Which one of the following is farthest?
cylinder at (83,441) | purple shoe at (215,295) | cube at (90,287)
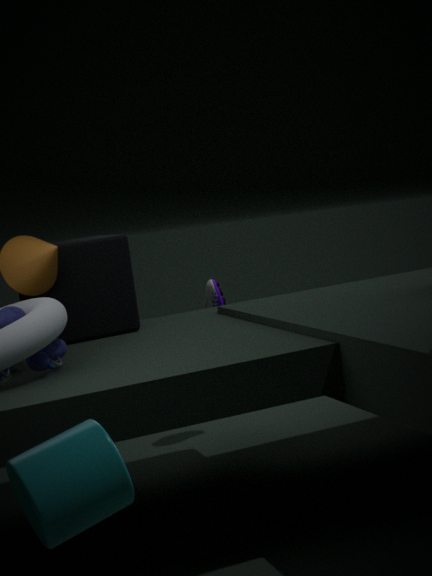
purple shoe at (215,295)
